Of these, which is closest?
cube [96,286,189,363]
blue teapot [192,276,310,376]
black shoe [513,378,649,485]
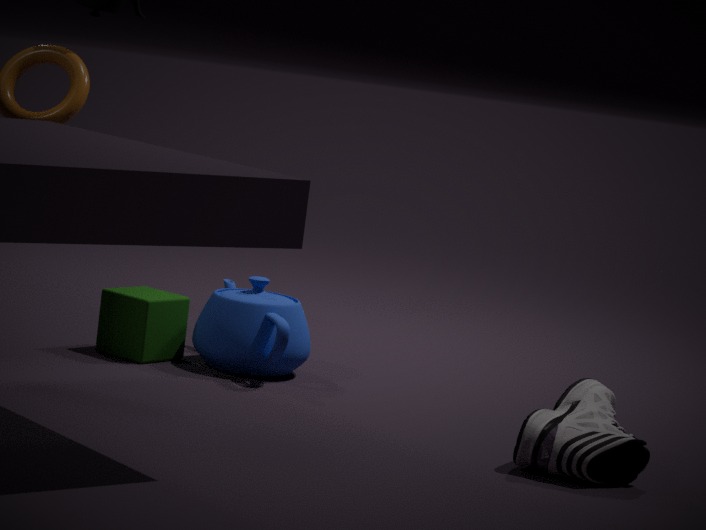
black shoe [513,378,649,485]
